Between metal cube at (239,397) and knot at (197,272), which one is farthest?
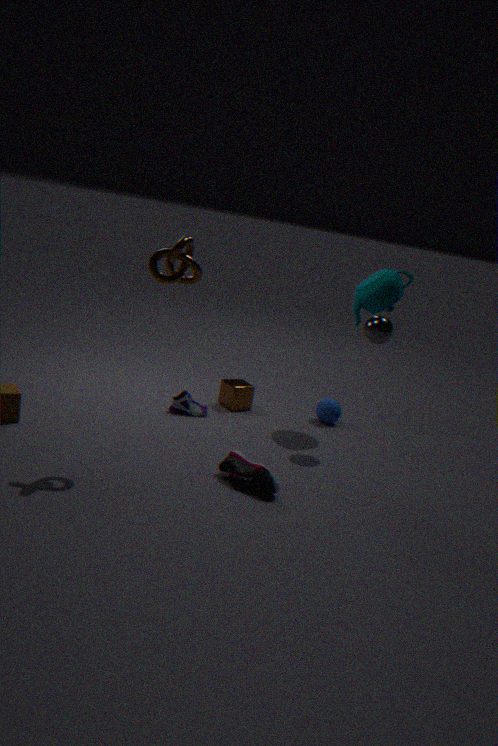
metal cube at (239,397)
